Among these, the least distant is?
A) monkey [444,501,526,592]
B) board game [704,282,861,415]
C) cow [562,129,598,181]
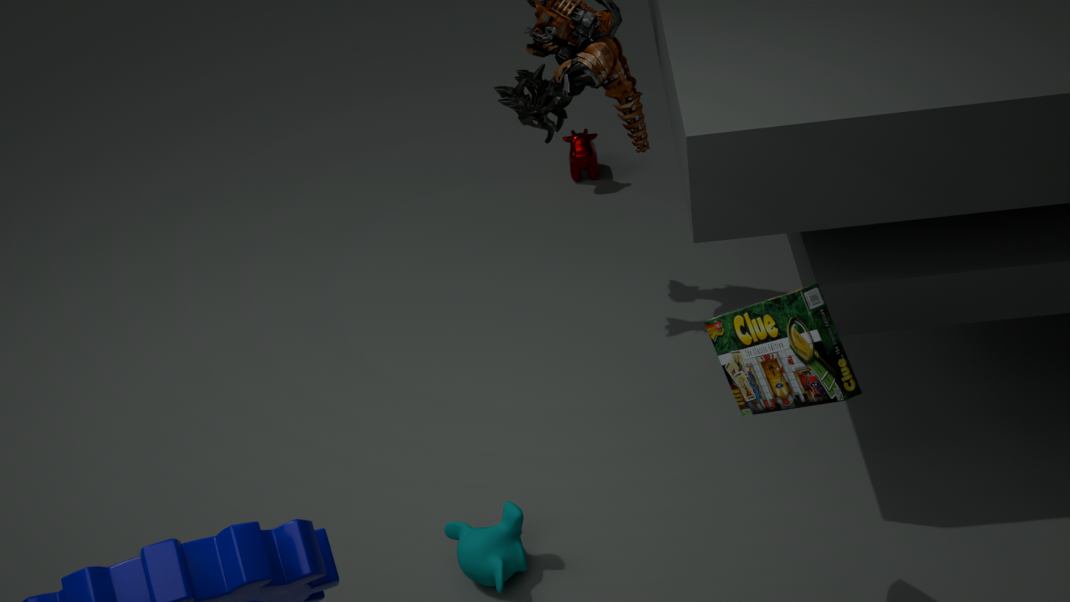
board game [704,282,861,415]
